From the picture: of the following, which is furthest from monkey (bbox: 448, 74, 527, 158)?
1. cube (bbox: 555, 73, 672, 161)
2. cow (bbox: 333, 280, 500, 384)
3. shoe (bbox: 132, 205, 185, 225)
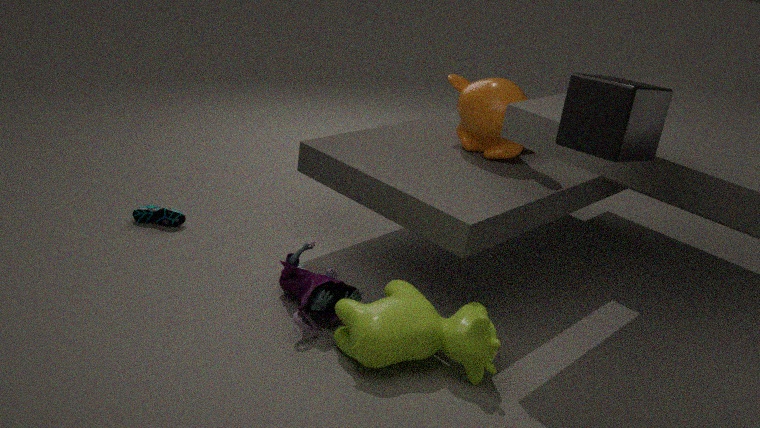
shoe (bbox: 132, 205, 185, 225)
